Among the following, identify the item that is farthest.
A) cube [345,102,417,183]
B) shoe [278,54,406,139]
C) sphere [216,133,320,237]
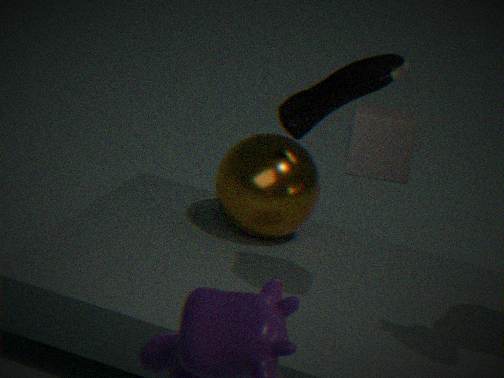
sphere [216,133,320,237]
